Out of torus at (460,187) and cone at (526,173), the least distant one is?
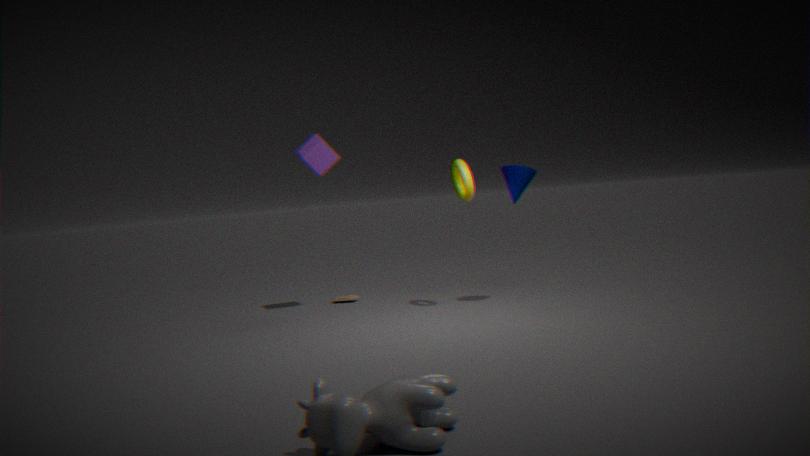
torus at (460,187)
